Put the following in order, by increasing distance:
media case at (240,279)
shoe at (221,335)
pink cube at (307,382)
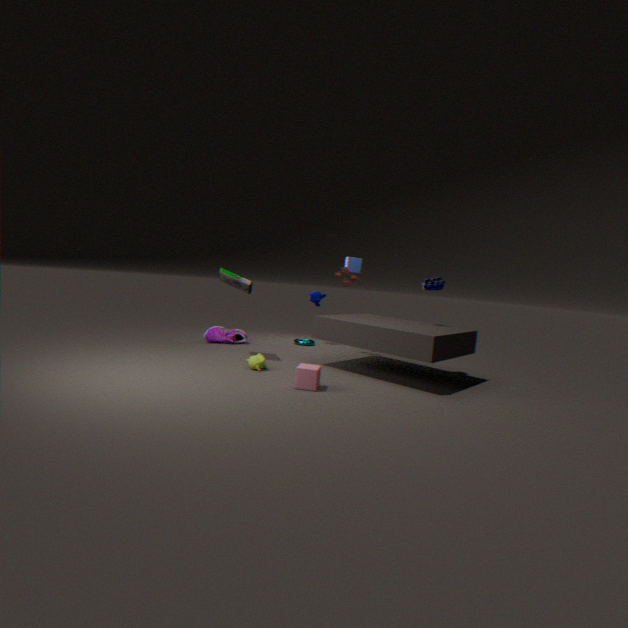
pink cube at (307,382) < media case at (240,279) < shoe at (221,335)
